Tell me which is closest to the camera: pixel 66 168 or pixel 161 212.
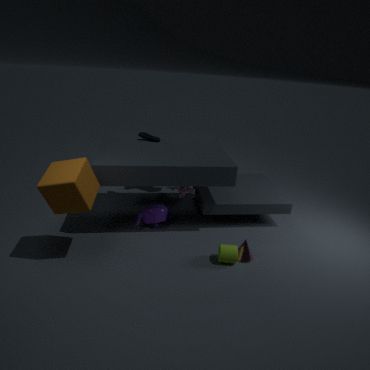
pixel 66 168
